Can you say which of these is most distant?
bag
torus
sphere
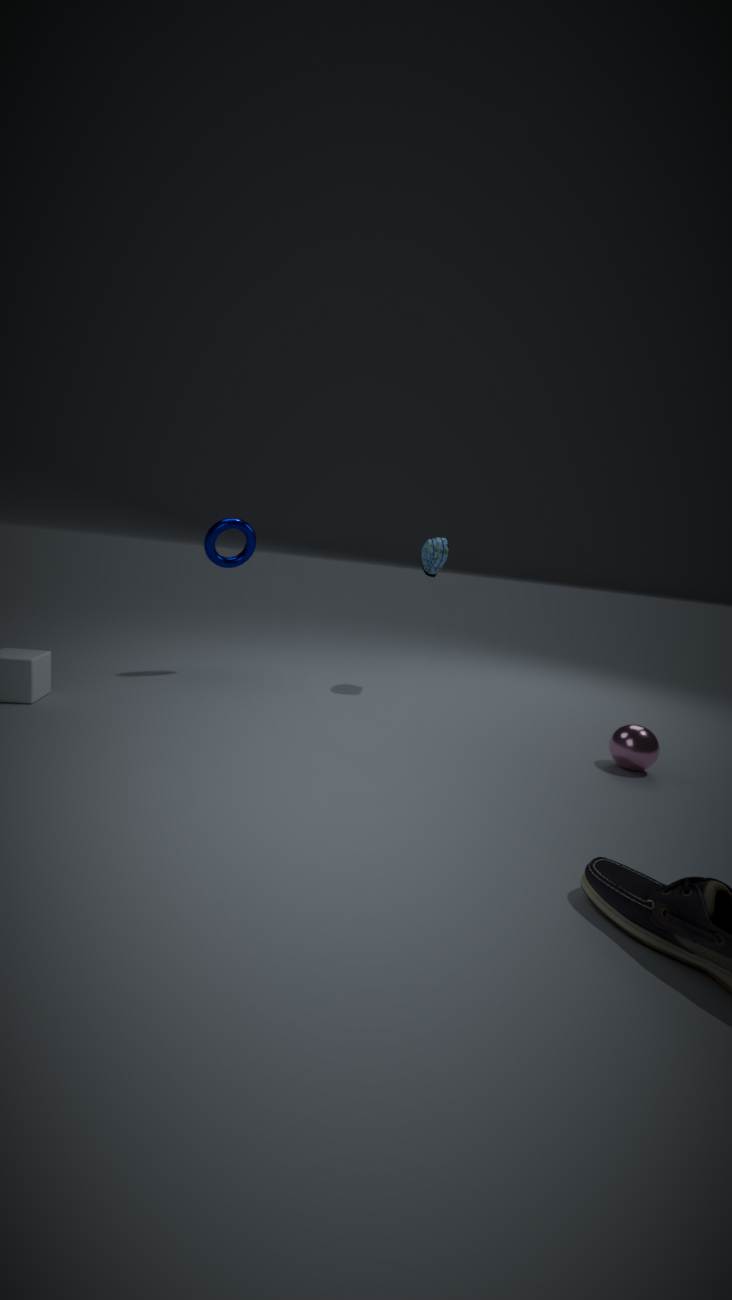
bag
